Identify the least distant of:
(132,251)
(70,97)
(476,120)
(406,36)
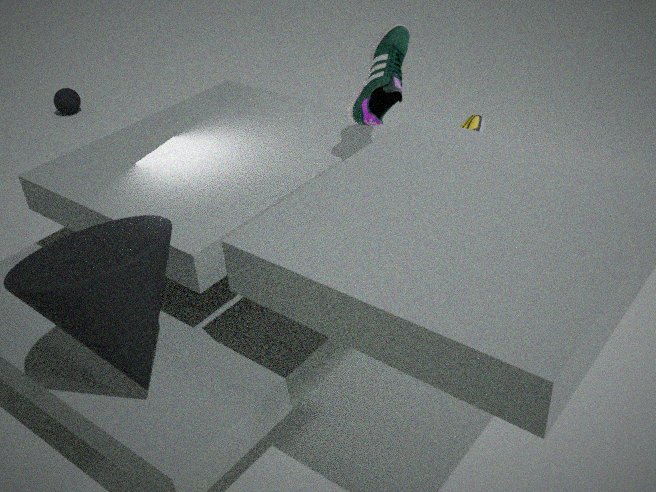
(132,251)
